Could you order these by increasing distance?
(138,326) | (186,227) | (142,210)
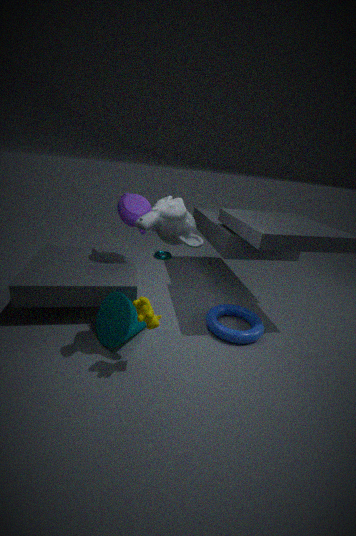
1. (186,227)
2. (138,326)
3. (142,210)
